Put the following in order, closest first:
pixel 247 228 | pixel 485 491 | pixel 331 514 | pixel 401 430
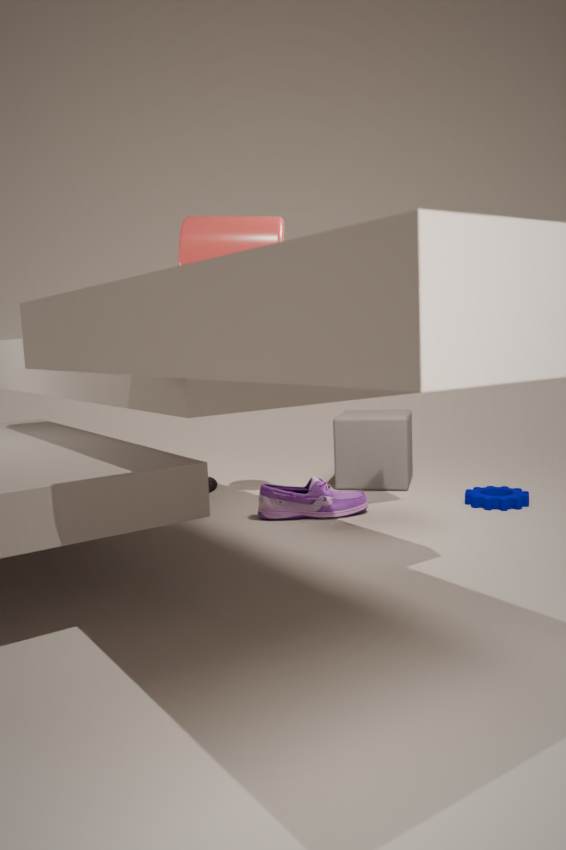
pixel 247 228
pixel 331 514
pixel 485 491
pixel 401 430
